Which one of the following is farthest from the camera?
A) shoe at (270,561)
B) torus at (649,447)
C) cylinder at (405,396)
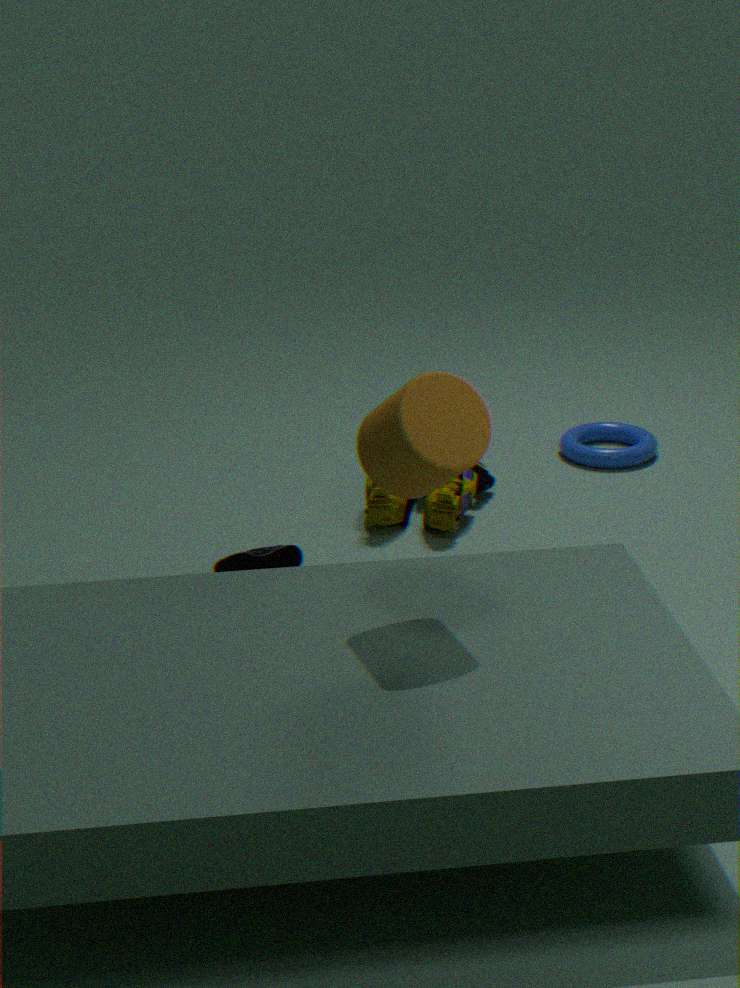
B. torus at (649,447)
